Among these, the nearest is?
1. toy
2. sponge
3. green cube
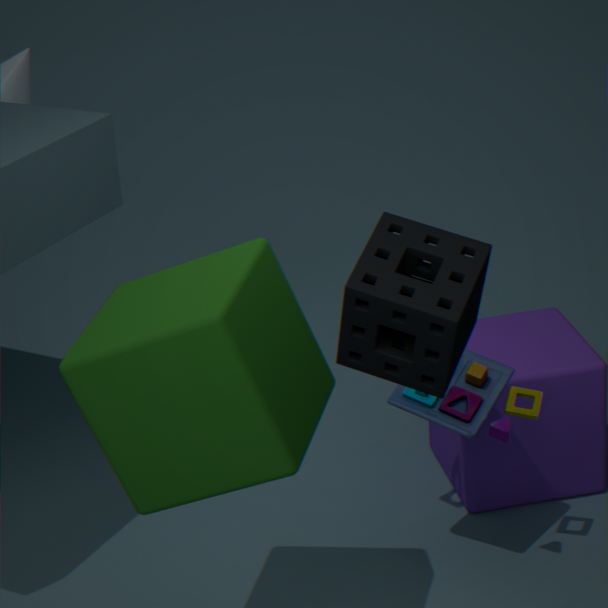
sponge
